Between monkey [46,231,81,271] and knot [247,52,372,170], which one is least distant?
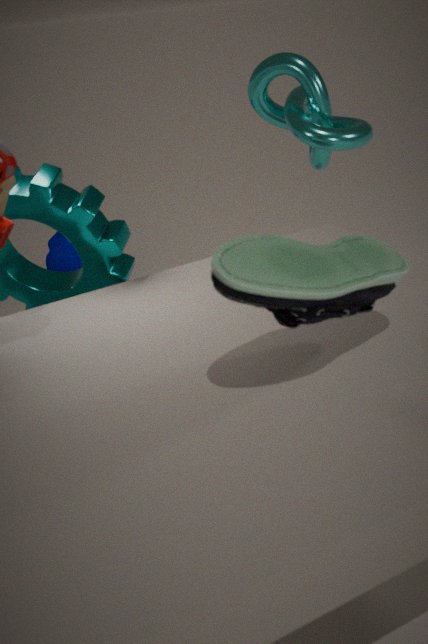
knot [247,52,372,170]
